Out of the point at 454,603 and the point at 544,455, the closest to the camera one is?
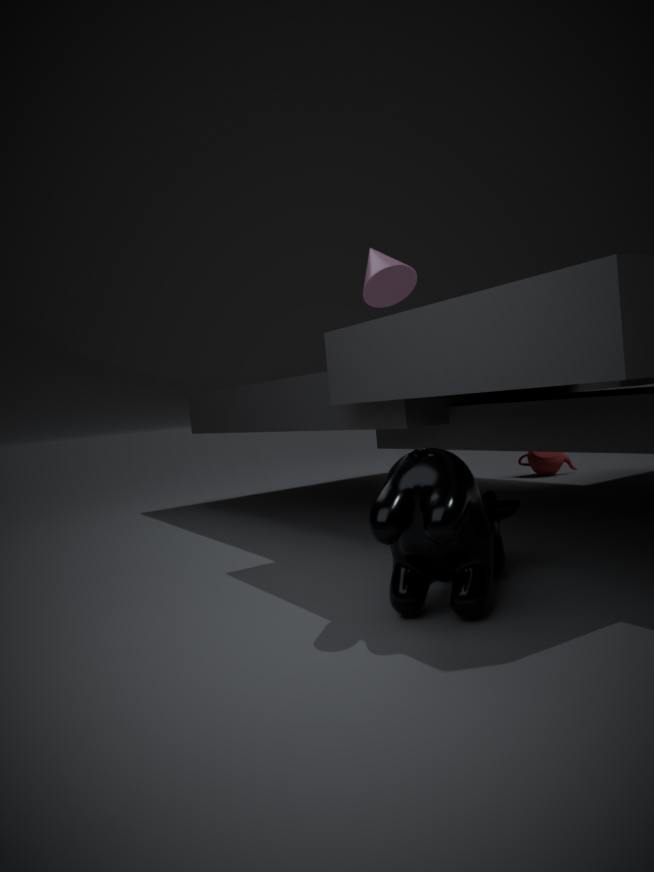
the point at 454,603
